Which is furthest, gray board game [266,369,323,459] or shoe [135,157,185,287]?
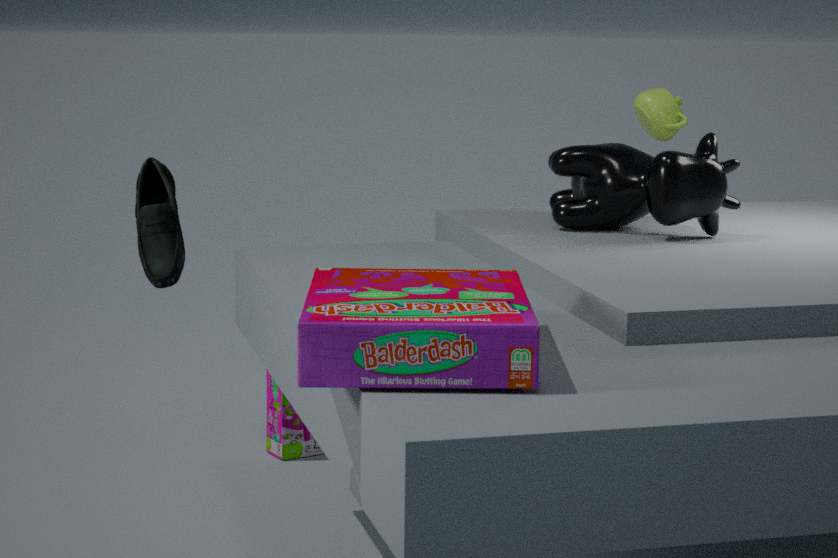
gray board game [266,369,323,459]
